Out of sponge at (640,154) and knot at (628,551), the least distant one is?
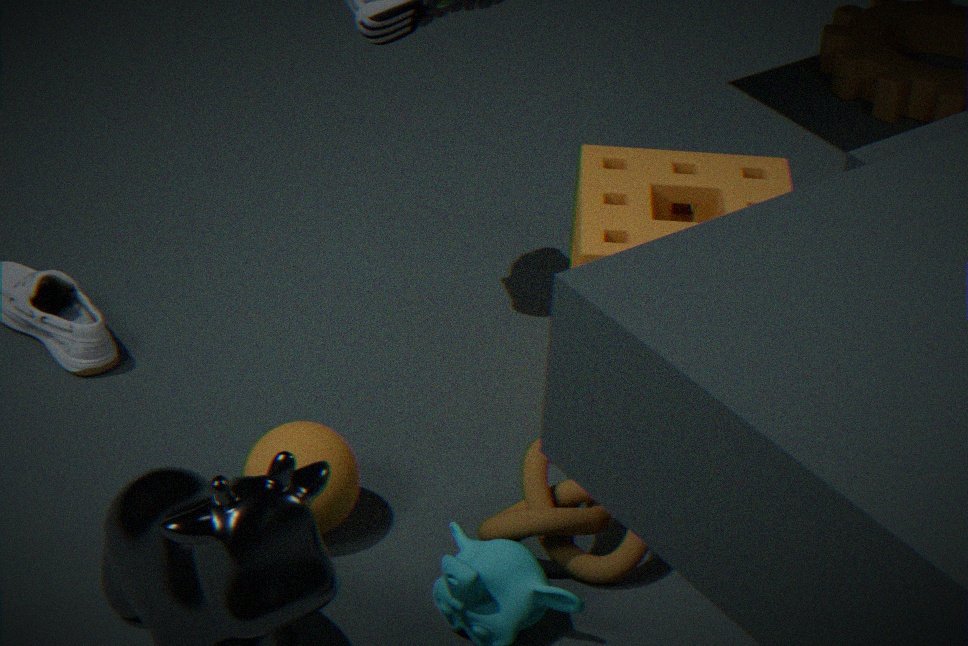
knot at (628,551)
